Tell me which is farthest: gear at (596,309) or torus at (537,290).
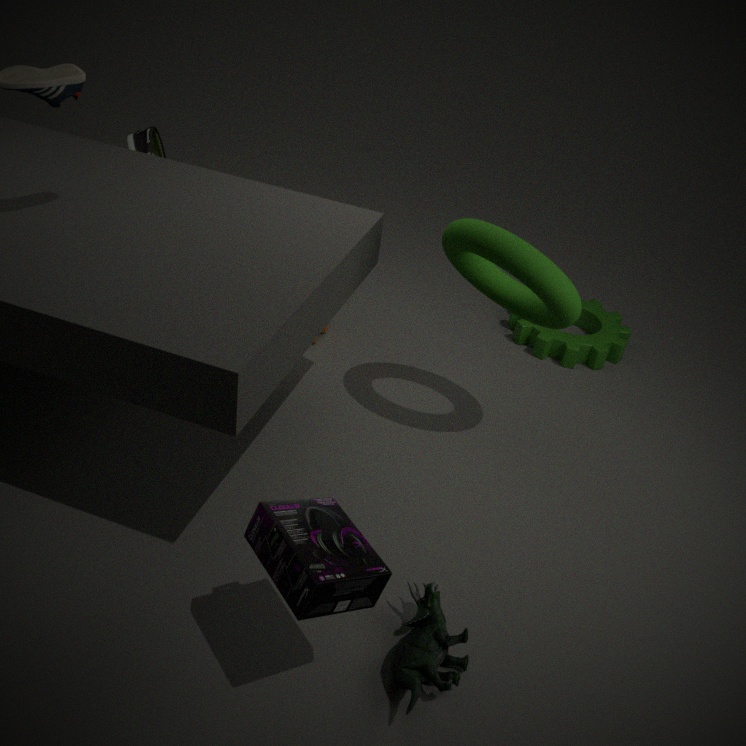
gear at (596,309)
